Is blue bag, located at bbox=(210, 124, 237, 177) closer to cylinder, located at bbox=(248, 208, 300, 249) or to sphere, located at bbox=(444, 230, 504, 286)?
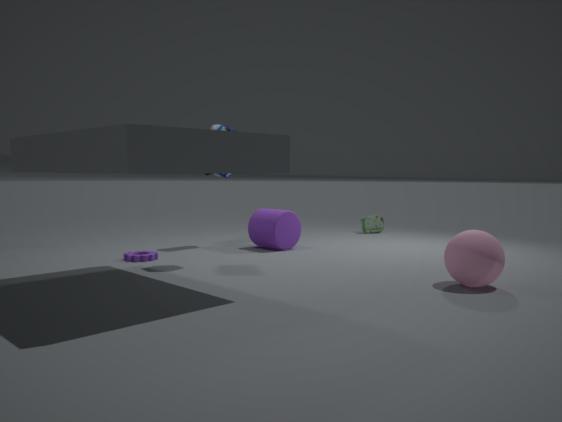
cylinder, located at bbox=(248, 208, 300, 249)
